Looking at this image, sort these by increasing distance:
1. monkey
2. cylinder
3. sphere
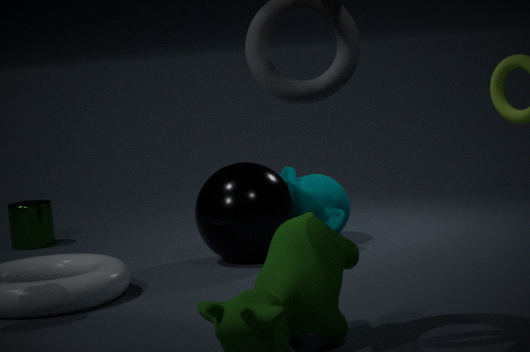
sphere < monkey < cylinder
